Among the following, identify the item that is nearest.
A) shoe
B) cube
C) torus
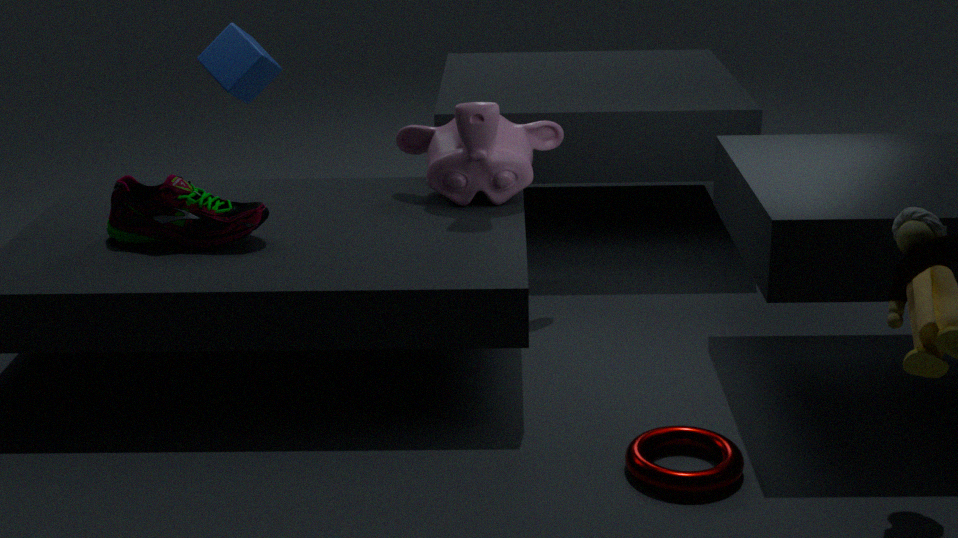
torus
